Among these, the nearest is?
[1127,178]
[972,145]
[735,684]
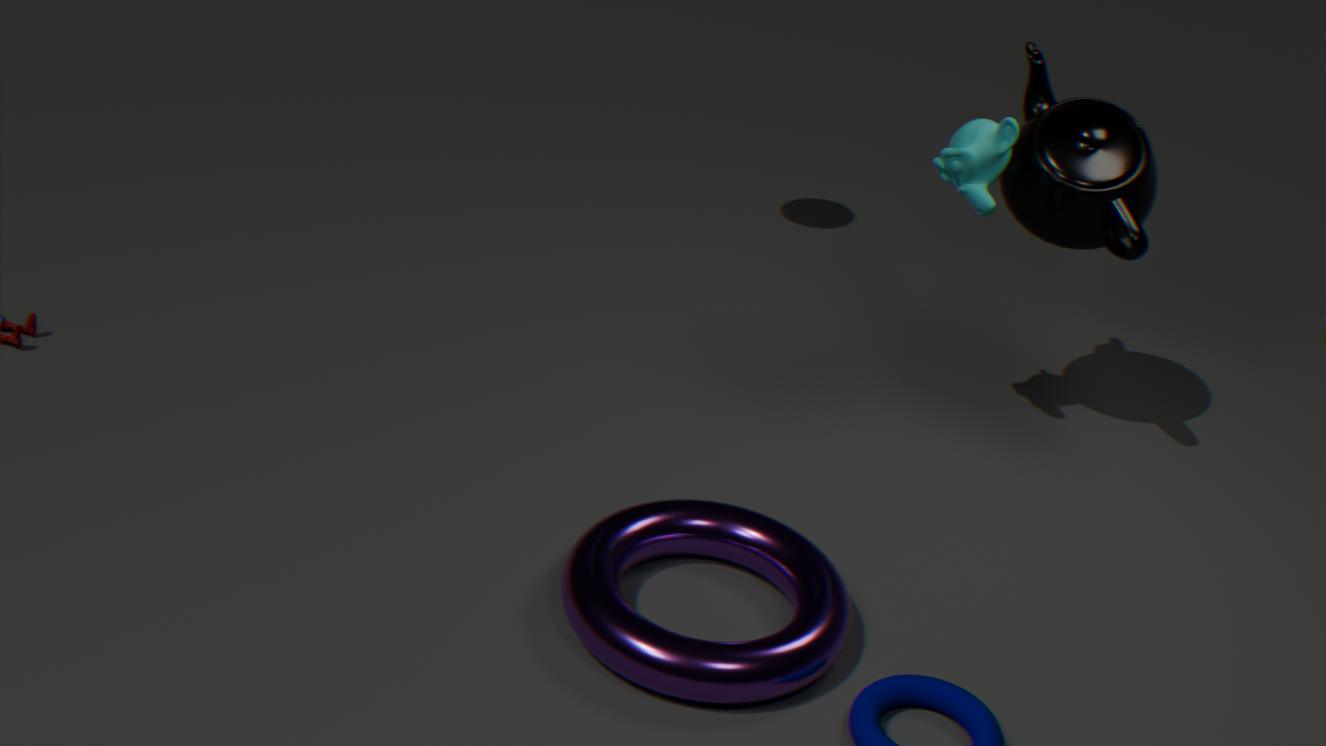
[735,684]
